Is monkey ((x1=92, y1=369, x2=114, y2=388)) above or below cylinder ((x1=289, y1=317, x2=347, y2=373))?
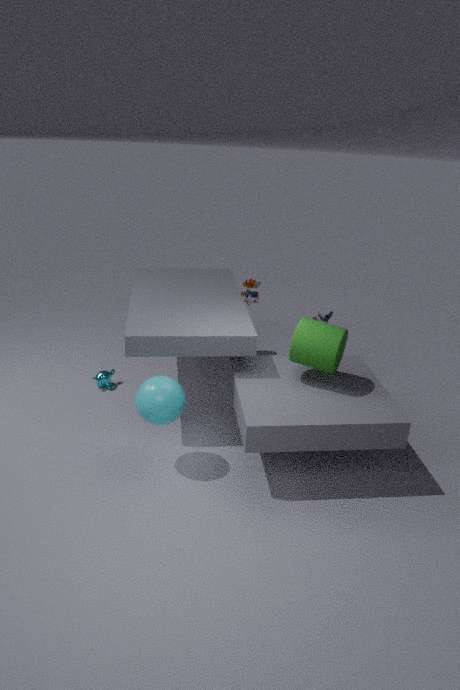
below
